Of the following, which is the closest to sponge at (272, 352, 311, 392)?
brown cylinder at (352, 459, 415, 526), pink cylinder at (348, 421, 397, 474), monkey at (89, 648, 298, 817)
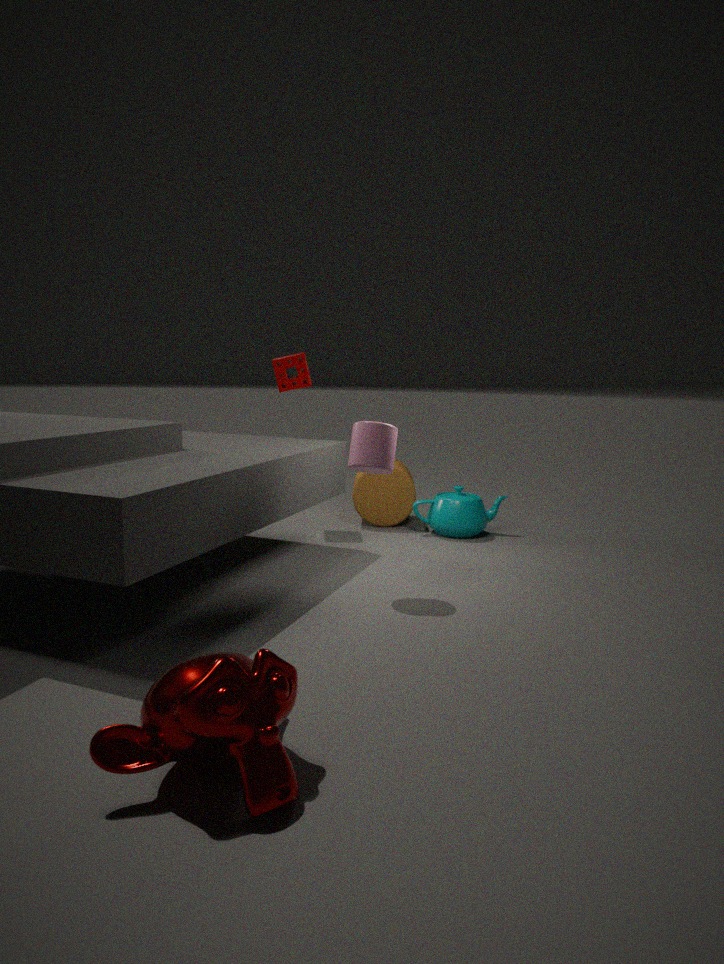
brown cylinder at (352, 459, 415, 526)
